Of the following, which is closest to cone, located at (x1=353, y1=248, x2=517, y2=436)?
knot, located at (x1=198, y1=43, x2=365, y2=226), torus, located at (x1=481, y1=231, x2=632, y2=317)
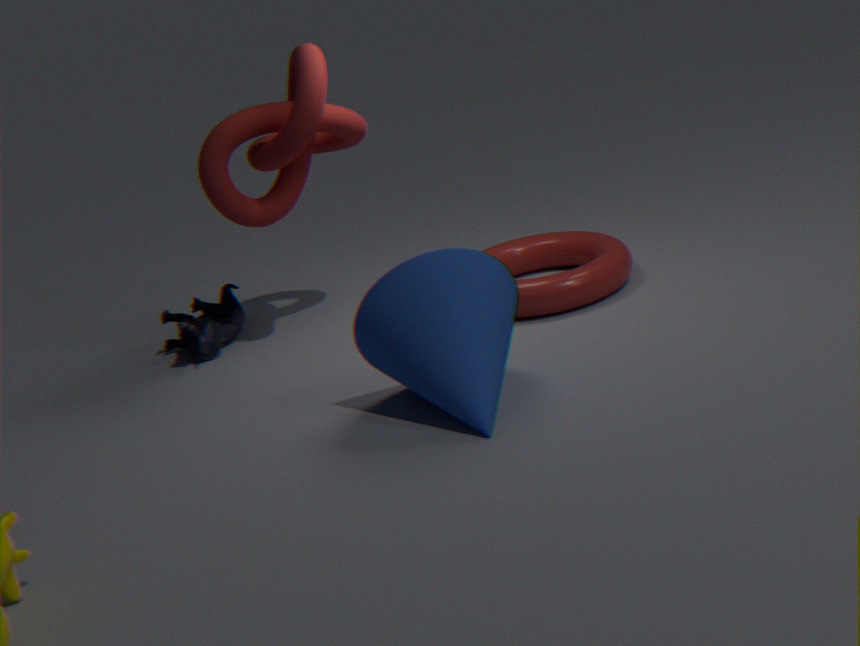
torus, located at (x1=481, y1=231, x2=632, y2=317)
